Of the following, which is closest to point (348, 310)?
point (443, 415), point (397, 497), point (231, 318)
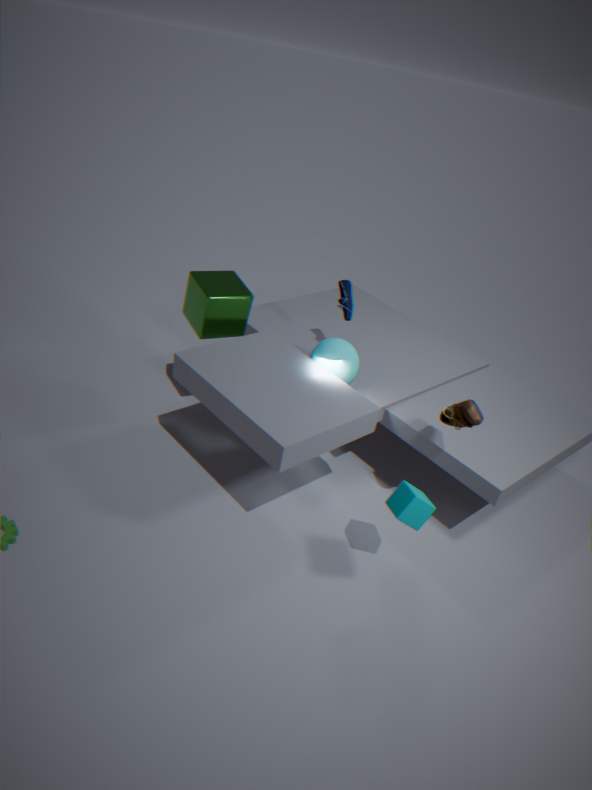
point (231, 318)
